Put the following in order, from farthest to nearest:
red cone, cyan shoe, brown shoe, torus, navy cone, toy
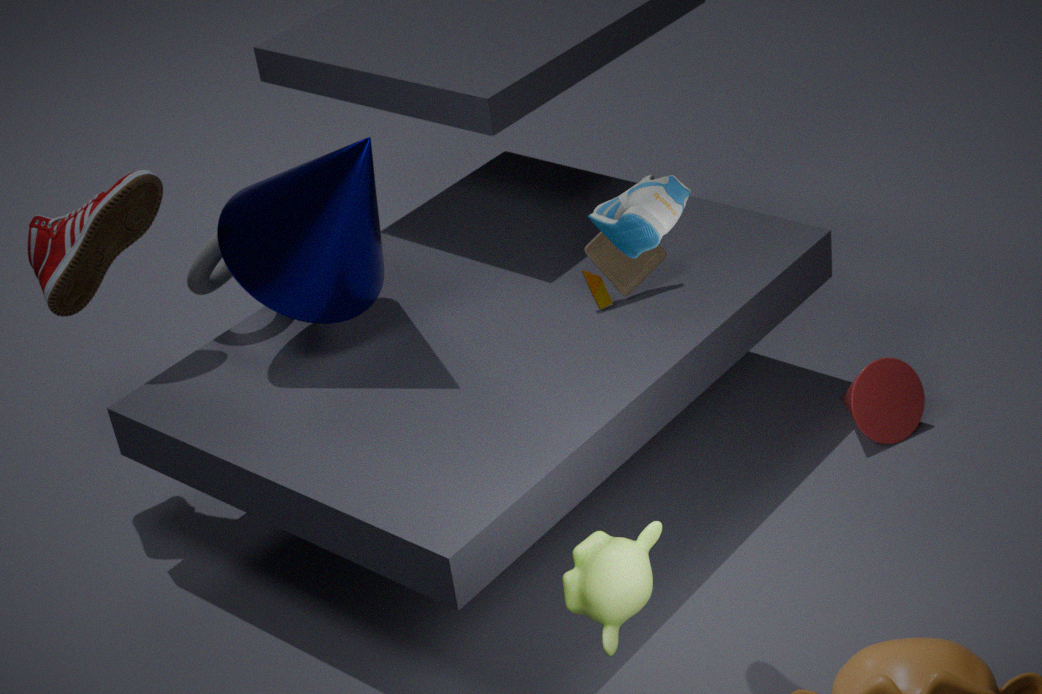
red cone
torus
toy
brown shoe
navy cone
cyan shoe
